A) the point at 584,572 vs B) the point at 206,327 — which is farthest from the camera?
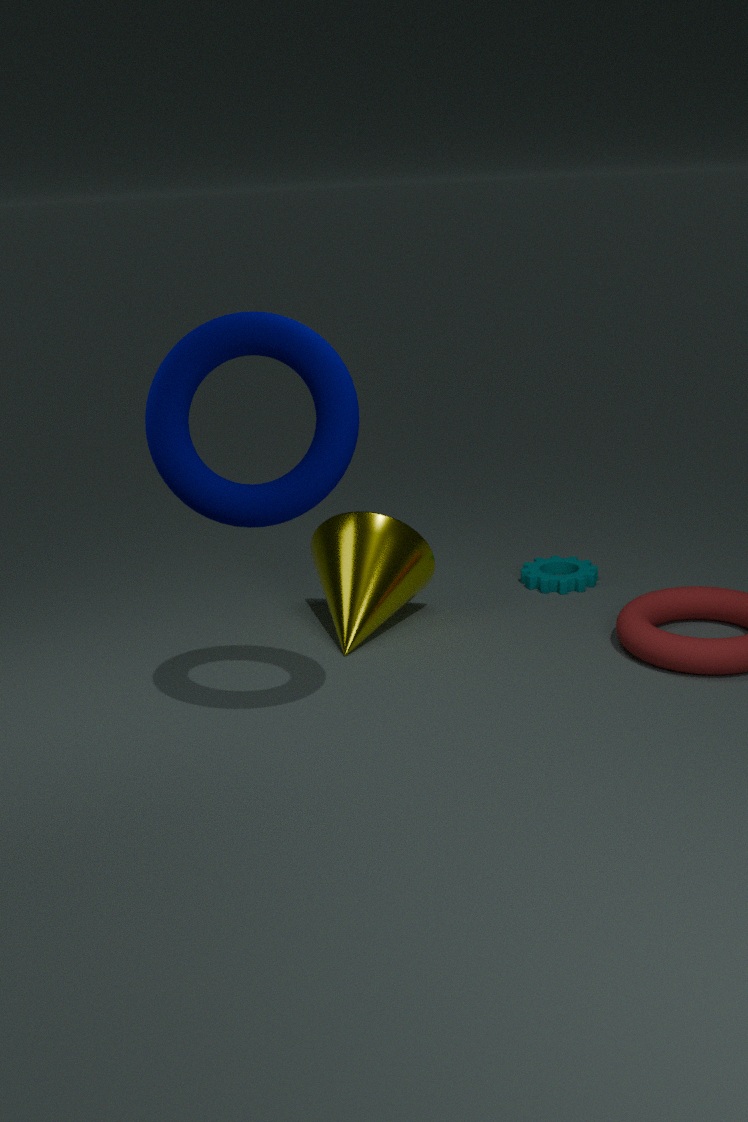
A. the point at 584,572
